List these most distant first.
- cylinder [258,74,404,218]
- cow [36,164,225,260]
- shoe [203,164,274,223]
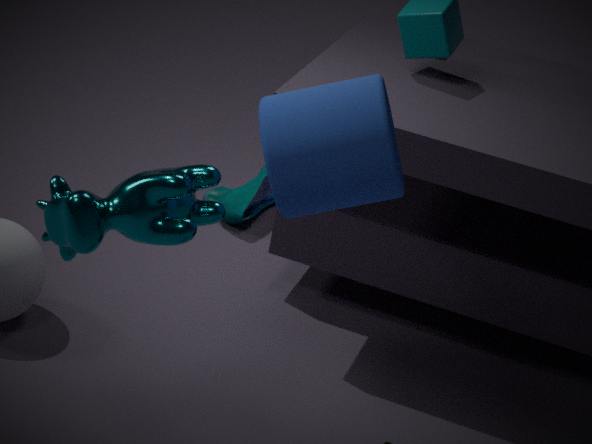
shoe [203,164,274,223]
cylinder [258,74,404,218]
cow [36,164,225,260]
